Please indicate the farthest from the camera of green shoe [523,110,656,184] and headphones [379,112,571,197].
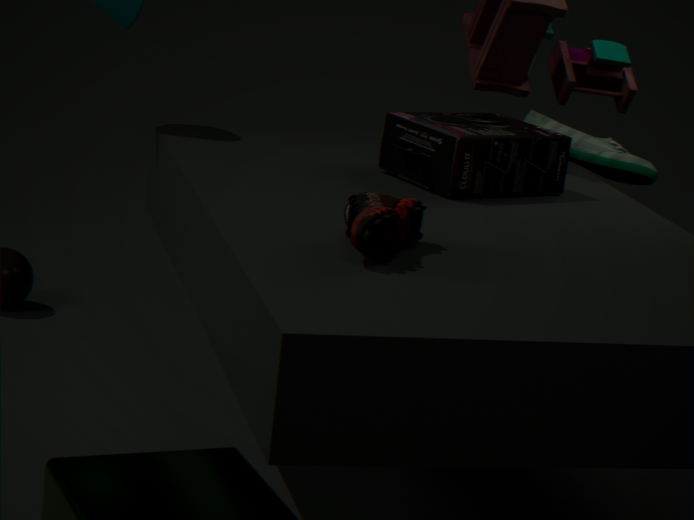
green shoe [523,110,656,184]
